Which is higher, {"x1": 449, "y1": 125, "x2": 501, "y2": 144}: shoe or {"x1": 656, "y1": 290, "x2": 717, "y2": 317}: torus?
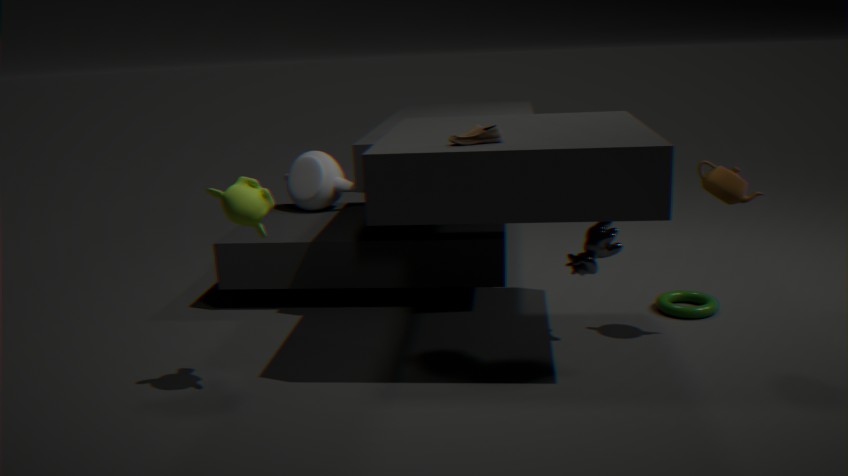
{"x1": 449, "y1": 125, "x2": 501, "y2": 144}: shoe
